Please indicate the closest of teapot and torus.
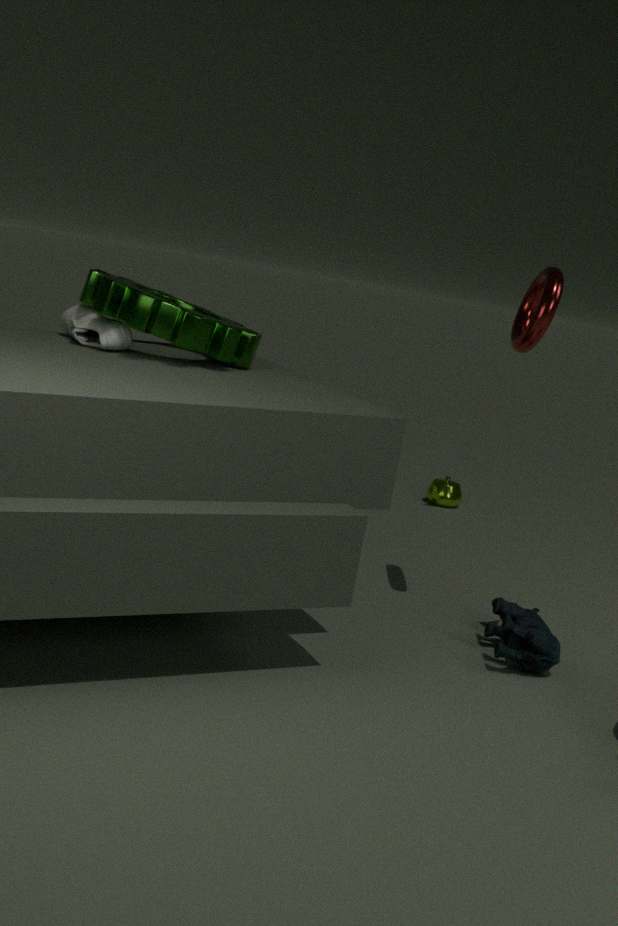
torus
